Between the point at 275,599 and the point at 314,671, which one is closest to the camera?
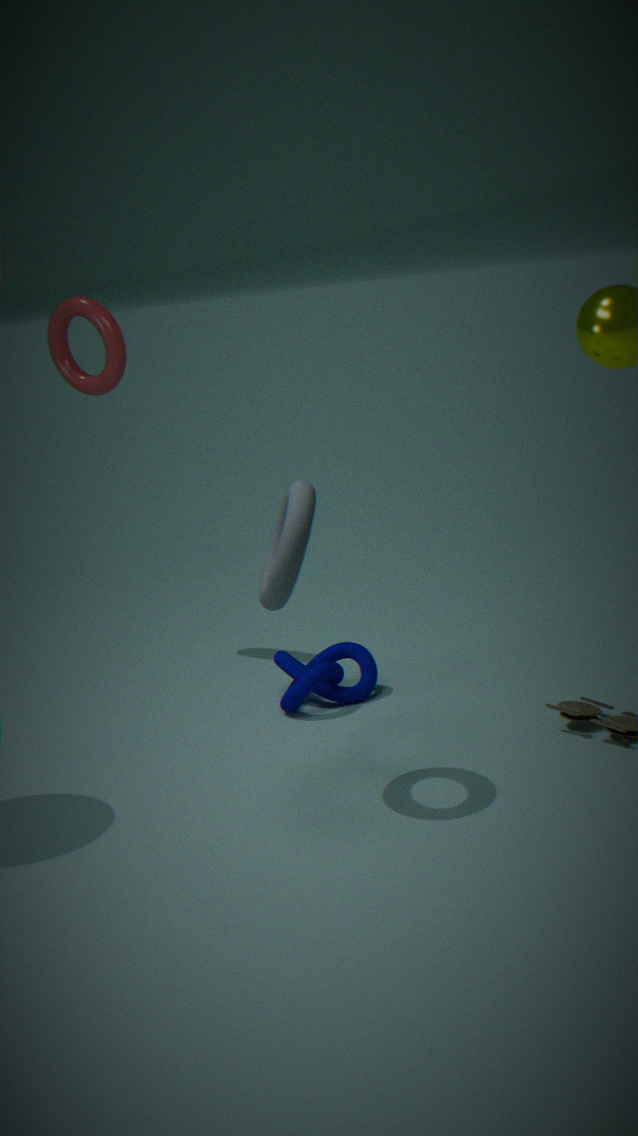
the point at 275,599
